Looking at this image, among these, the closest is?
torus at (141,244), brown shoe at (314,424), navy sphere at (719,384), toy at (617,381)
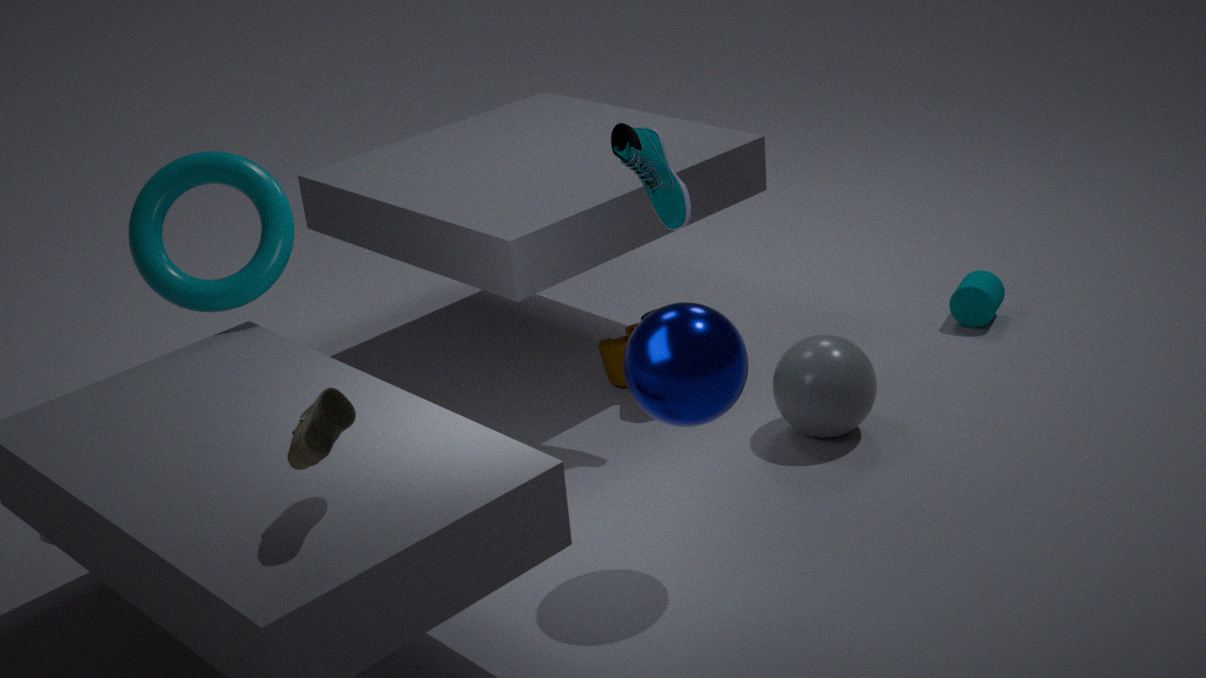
brown shoe at (314,424)
